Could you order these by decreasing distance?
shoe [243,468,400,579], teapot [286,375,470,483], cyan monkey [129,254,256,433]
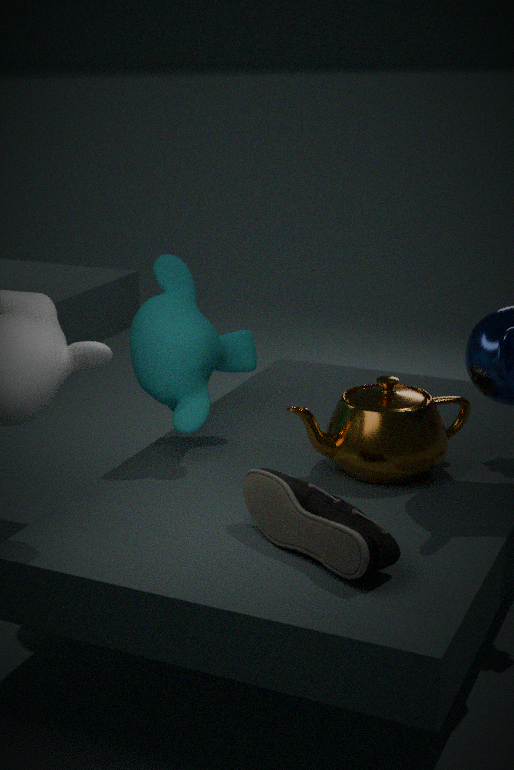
1. cyan monkey [129,254,256,433]
2. teapot [286,375,470,483]
3. shoe [243,468,400,579]
